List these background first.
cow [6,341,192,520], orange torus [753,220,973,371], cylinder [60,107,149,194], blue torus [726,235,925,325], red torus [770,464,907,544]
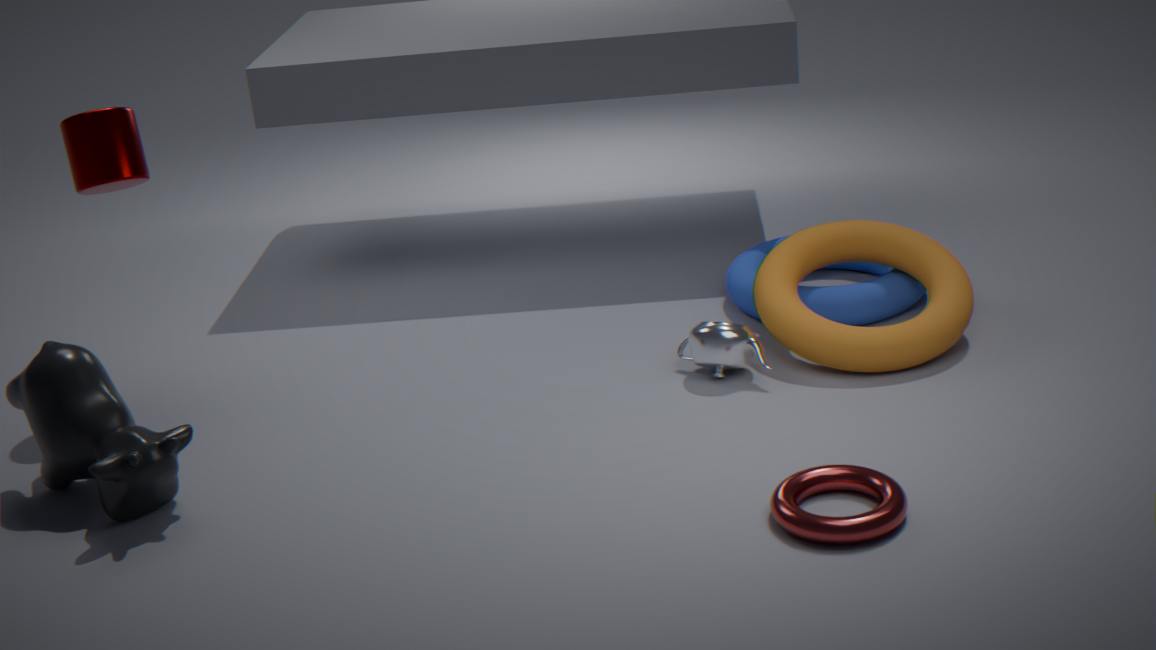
1. blue torus [726,235,925,325]
2. cylinder [60,107,149,194]
3. orange torus [753,220,973,371]
4. cow [6,341,192,520]
5. red torus [770,464,907,544]
